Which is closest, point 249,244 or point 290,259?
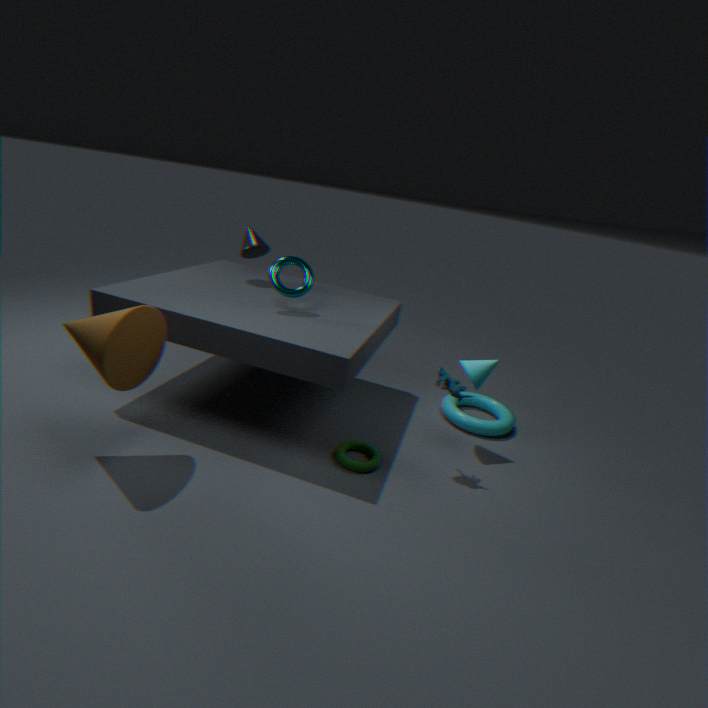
point 290,259
